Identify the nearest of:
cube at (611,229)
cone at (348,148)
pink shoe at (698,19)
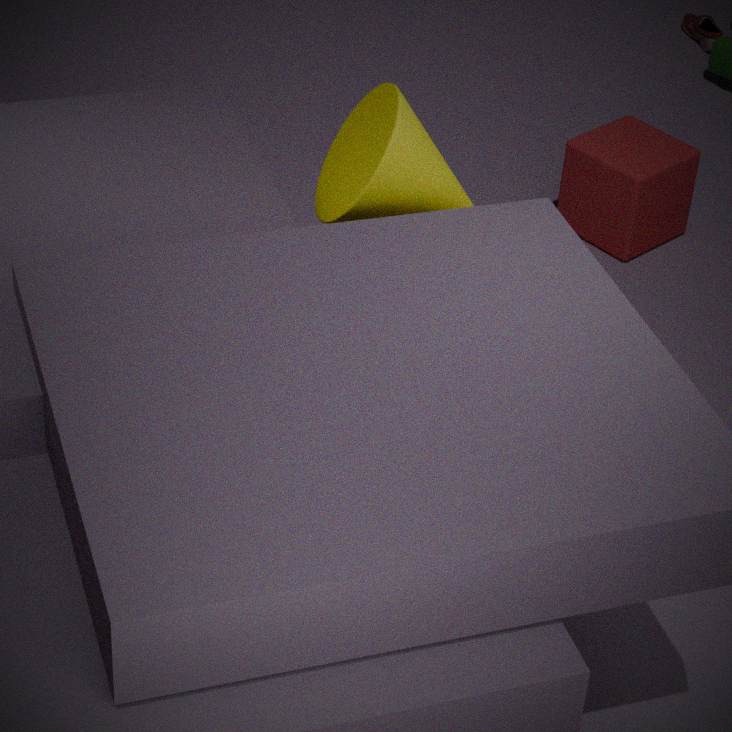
cone at (348,148)
